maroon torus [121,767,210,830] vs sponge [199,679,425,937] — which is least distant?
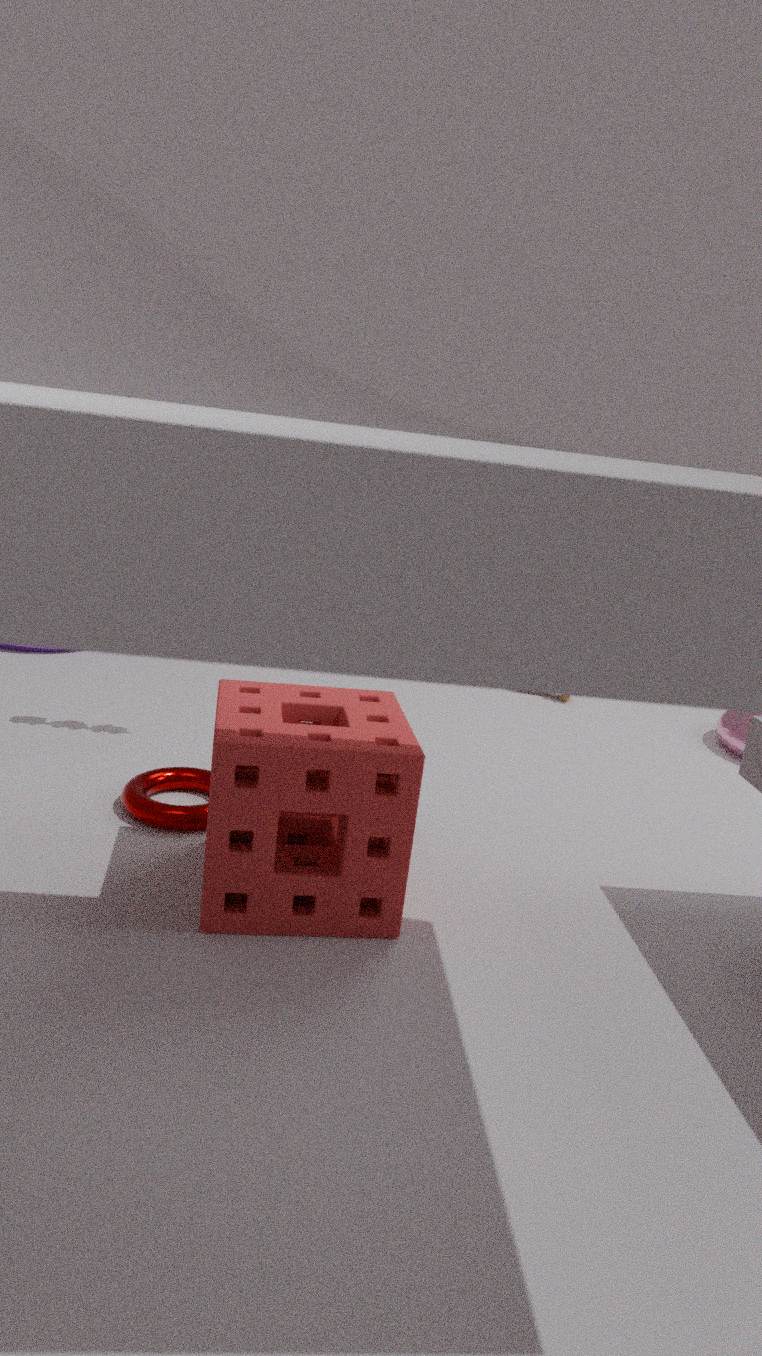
sponge [199,679,425,937]
